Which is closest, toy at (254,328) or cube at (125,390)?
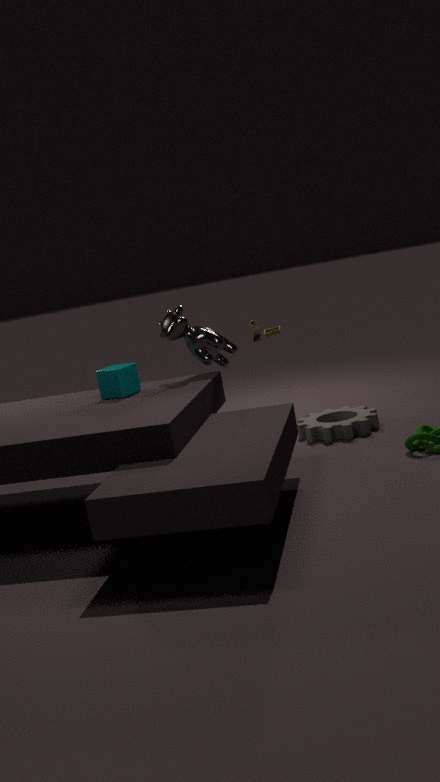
cube at (125,390)
